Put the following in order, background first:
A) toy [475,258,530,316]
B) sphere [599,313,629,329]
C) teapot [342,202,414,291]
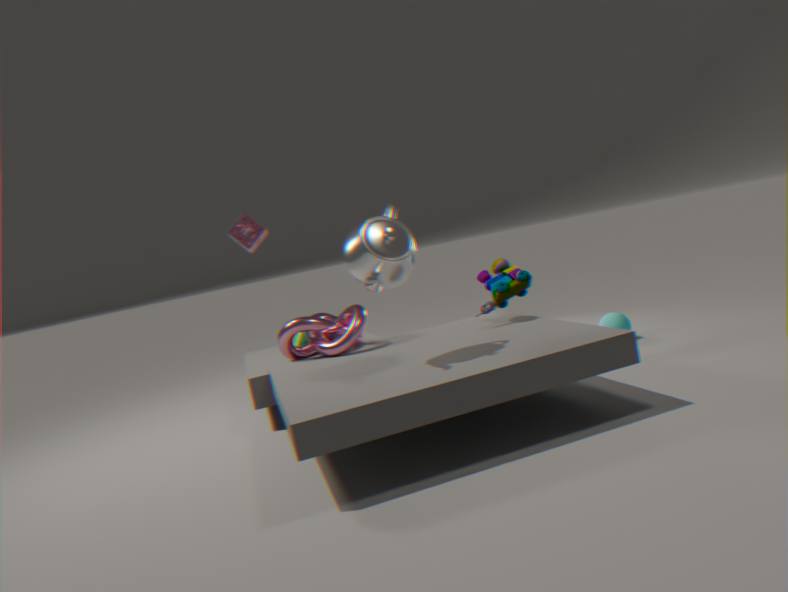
sphere [599,313,629,329] → toy [475,258,530,316] → teapot [342,202,414,291]
